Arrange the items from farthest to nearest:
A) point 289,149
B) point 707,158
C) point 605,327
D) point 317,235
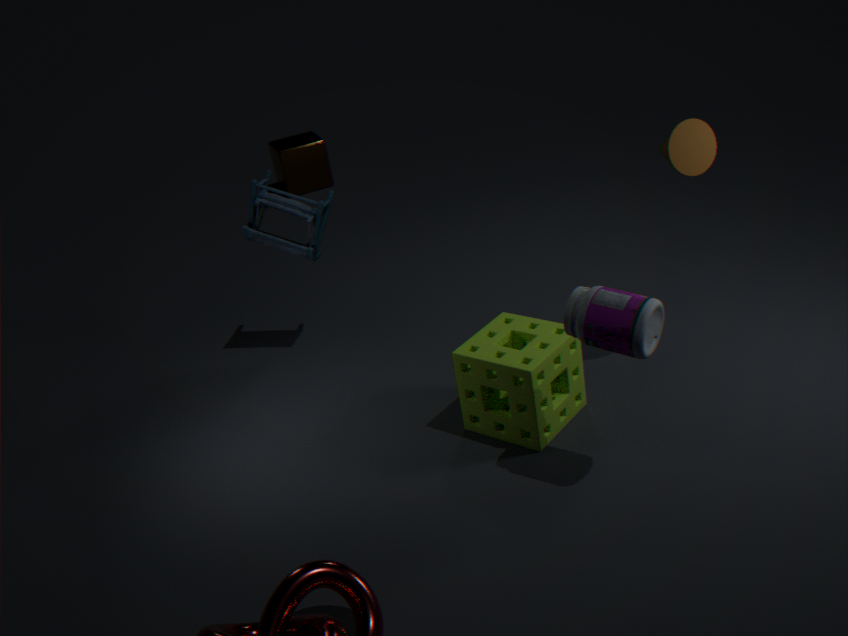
point 289,149 < point 317,235 < point 707,158 < point 605,327
